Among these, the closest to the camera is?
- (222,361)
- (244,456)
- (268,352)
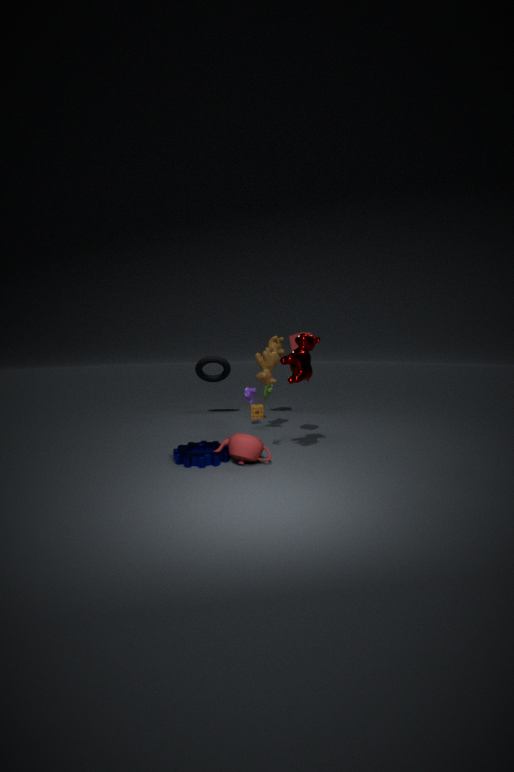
(244,456)
